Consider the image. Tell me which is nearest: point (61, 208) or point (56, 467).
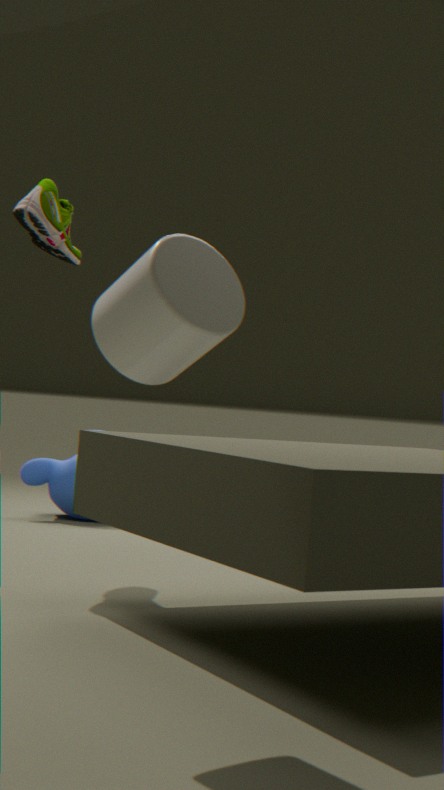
point (61, 208)
